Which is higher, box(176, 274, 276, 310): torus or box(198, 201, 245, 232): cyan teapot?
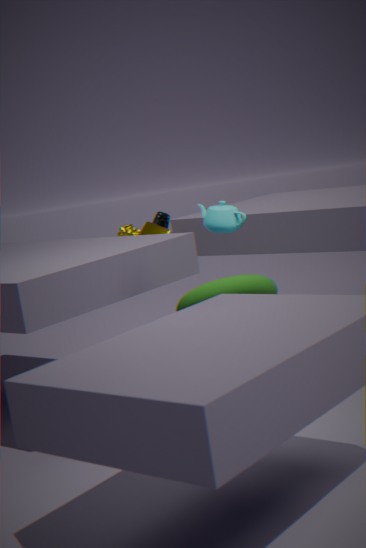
box(198, 201, 245, 232): cyan teapot
